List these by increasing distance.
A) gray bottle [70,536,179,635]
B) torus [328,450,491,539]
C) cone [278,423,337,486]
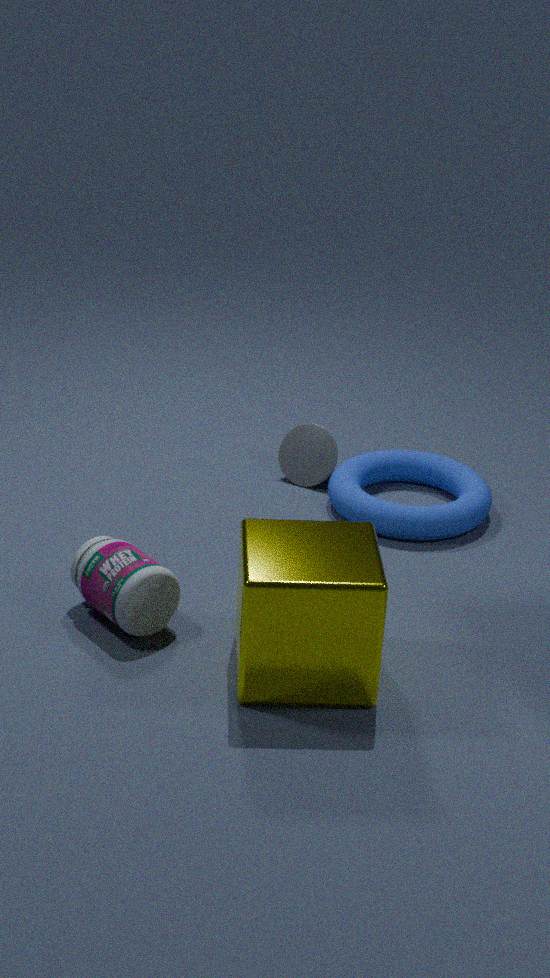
gray bottle [70,536,179,635] → torus [328,450,491,539] → cone [278,423,337,486]
